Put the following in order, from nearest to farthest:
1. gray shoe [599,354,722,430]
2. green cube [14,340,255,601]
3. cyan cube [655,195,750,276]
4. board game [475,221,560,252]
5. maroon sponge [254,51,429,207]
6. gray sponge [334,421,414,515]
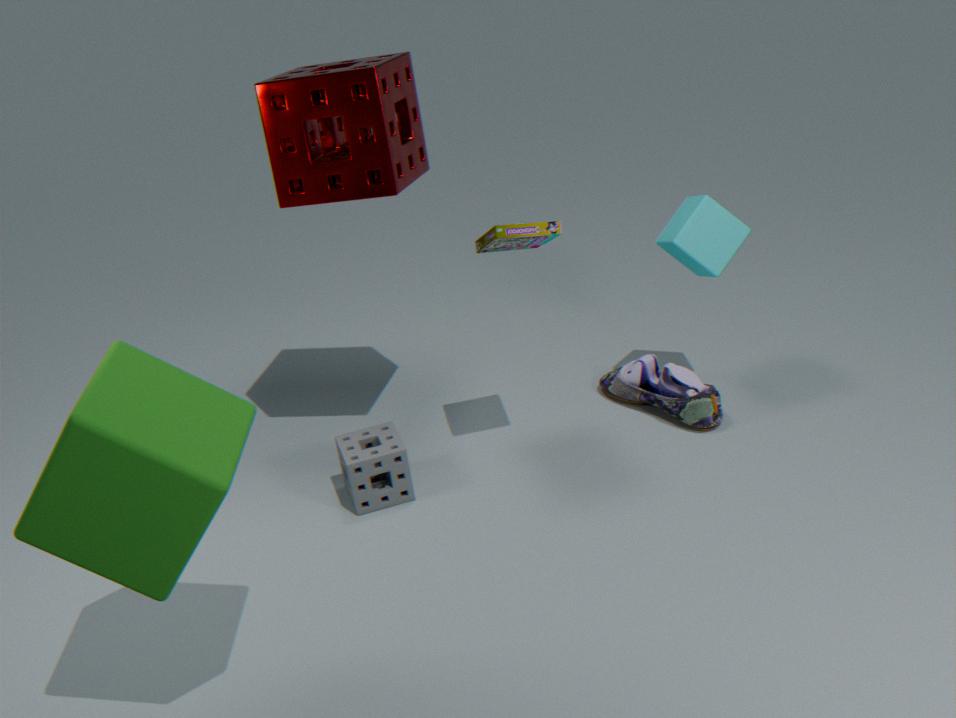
green cube [14,340,255,601]
board game [475,221,560,252]
maroon sponge [254,51,429,207]
gray sponge [334,421,414,515]
cyan cube [655,195,750,276]
gray shoe [599,354,722,430]
